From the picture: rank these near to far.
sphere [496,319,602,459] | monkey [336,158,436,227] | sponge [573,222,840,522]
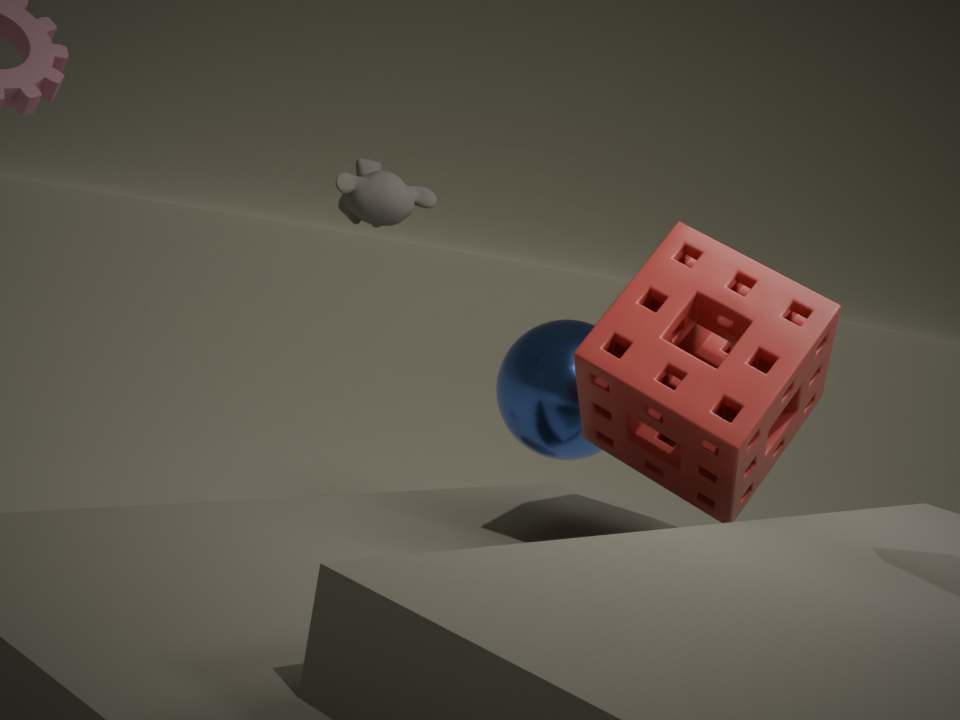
1. sponge [573,222,840,522]
2. monkey [336,158,436,227]
3. sphere [496,319,602,459]
